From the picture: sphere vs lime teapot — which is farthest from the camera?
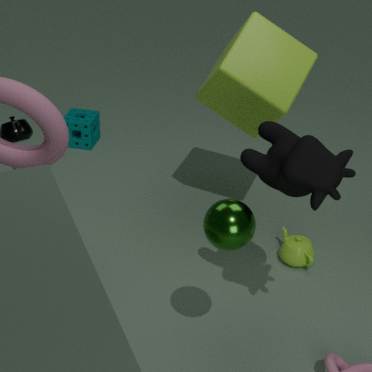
lime teapot
